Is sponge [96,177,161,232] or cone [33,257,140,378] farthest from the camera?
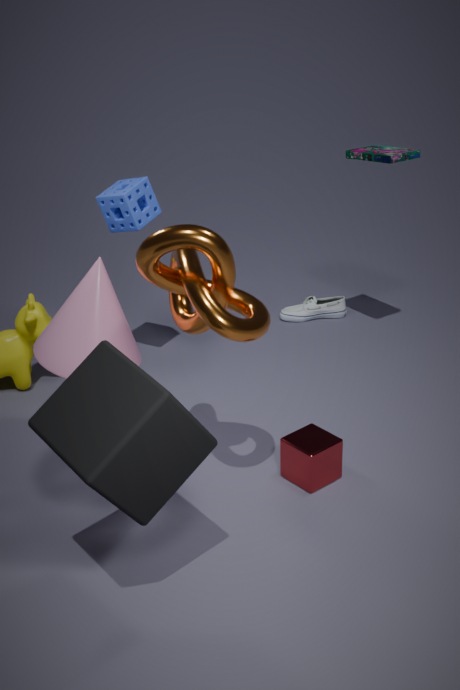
sponge [96,177,161,232]
